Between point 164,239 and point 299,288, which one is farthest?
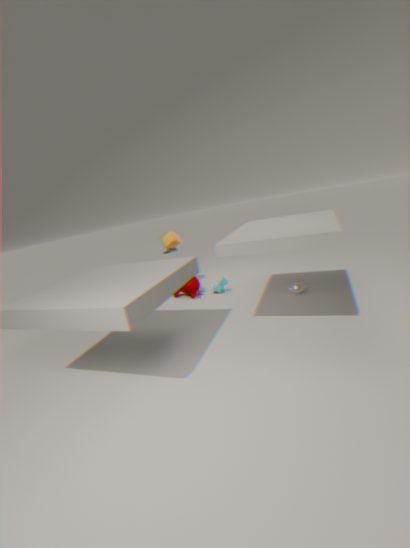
point 164,239
